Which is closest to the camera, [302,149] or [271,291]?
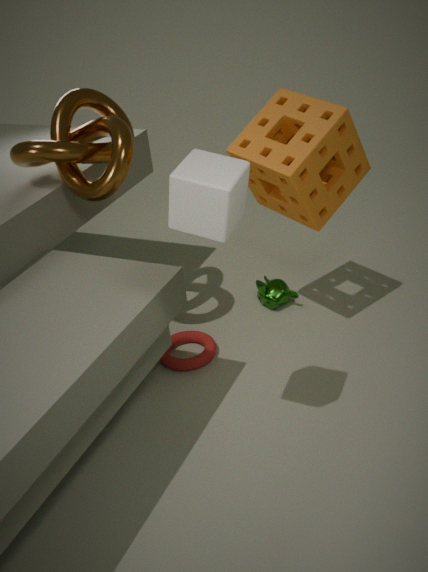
[302,149]
